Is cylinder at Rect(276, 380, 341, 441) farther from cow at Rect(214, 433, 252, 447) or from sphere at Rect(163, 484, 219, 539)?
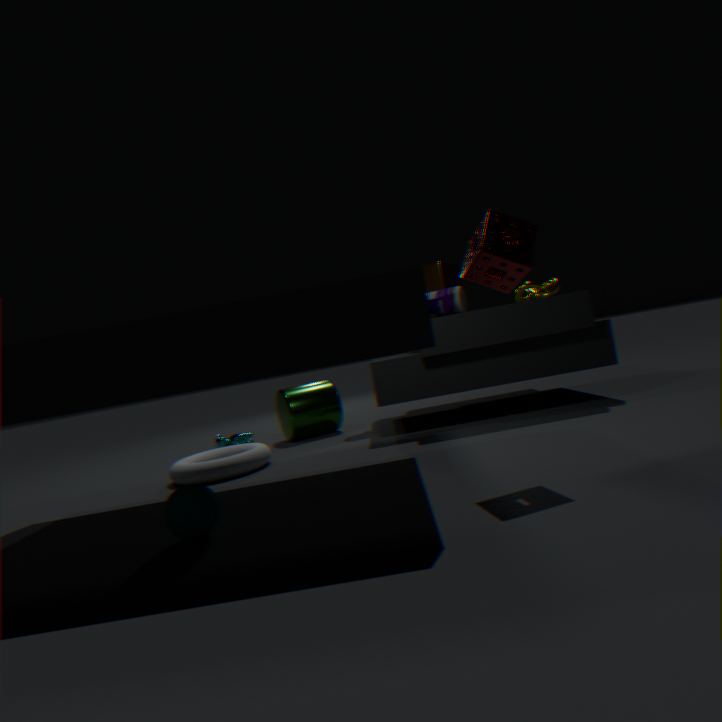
sphere at Rect(163, 484, 219, 539)
